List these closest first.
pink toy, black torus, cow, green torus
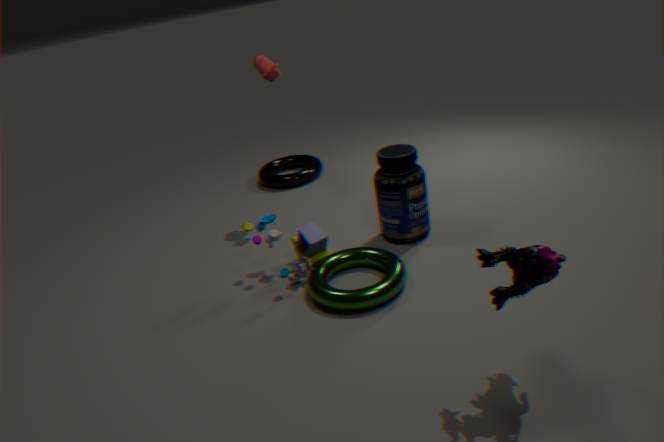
pink toy
green torus
cow
black torus
